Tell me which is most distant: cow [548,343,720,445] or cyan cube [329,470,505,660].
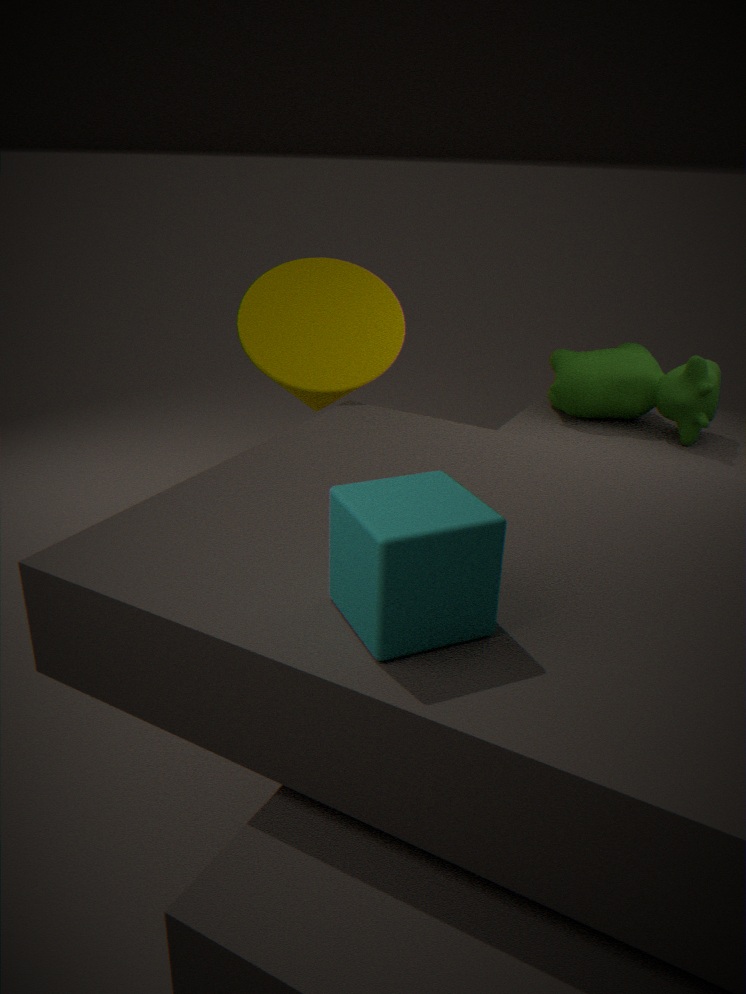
cow [548,343,720,445]
